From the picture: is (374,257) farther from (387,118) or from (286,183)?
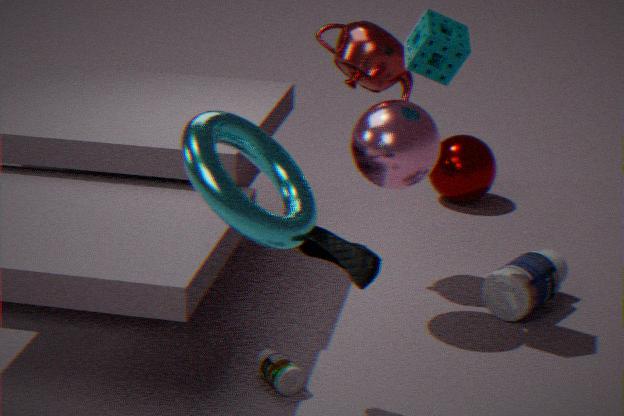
(387,118)
